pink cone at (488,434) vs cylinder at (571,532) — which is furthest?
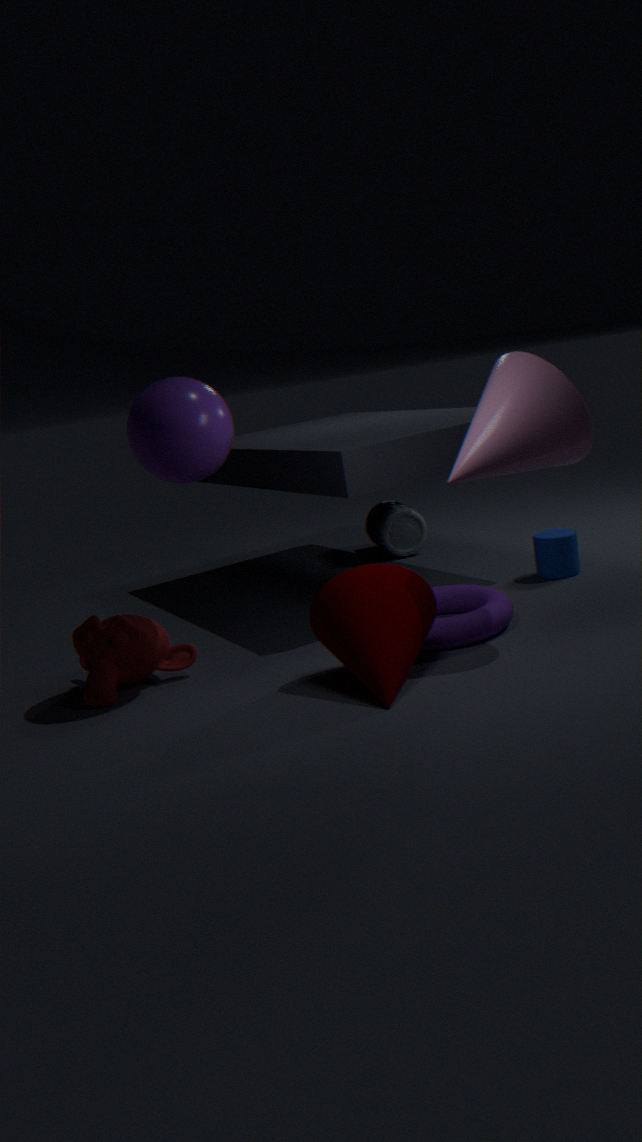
cylinder at (571,532)
